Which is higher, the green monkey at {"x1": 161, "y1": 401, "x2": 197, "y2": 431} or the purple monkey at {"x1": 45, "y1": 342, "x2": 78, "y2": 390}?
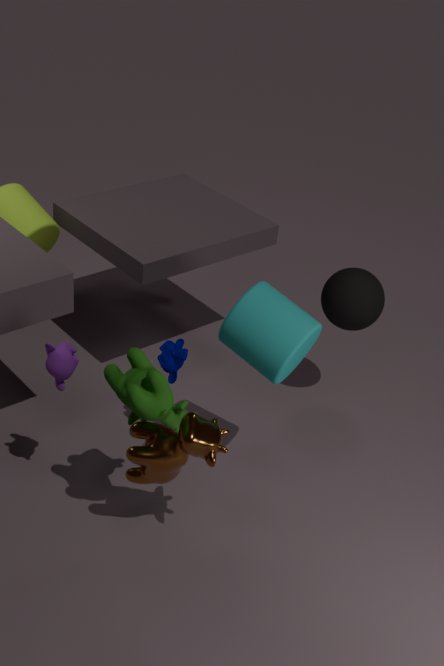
the purple monkey at {"x1": 45, "y1": 342, "x2": 78, "y2": 390}
